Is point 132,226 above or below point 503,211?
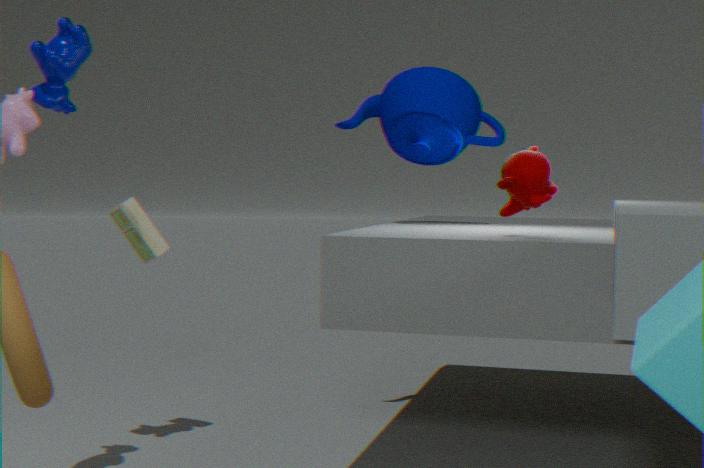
below
